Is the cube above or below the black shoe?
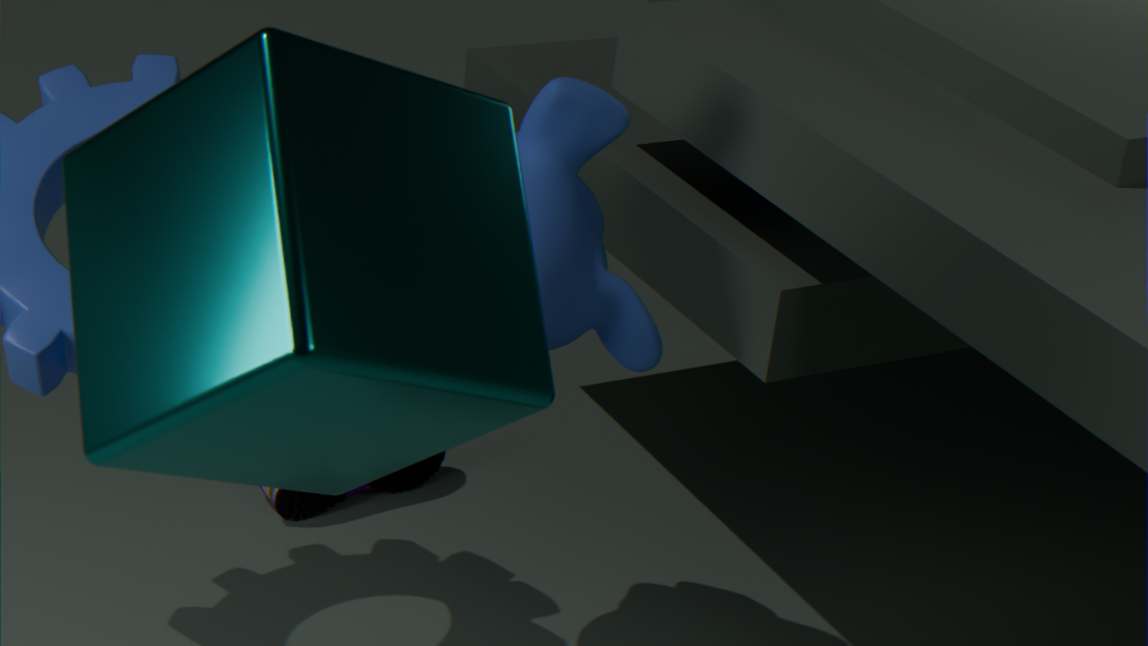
above
